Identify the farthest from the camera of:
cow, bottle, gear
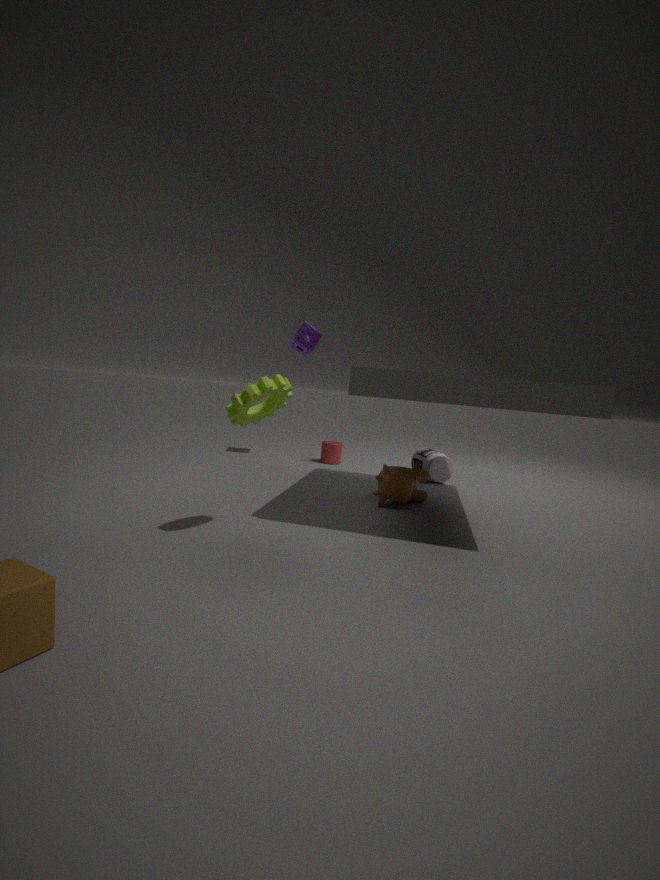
bottle
